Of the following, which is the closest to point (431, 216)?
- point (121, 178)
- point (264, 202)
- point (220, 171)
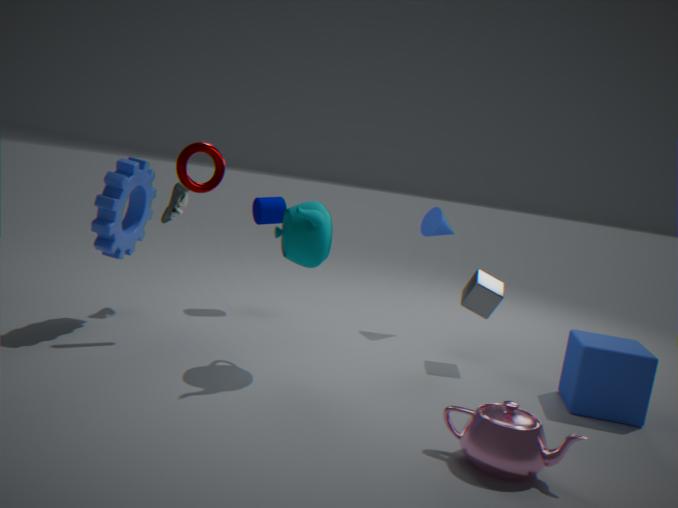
point (264, 202)
